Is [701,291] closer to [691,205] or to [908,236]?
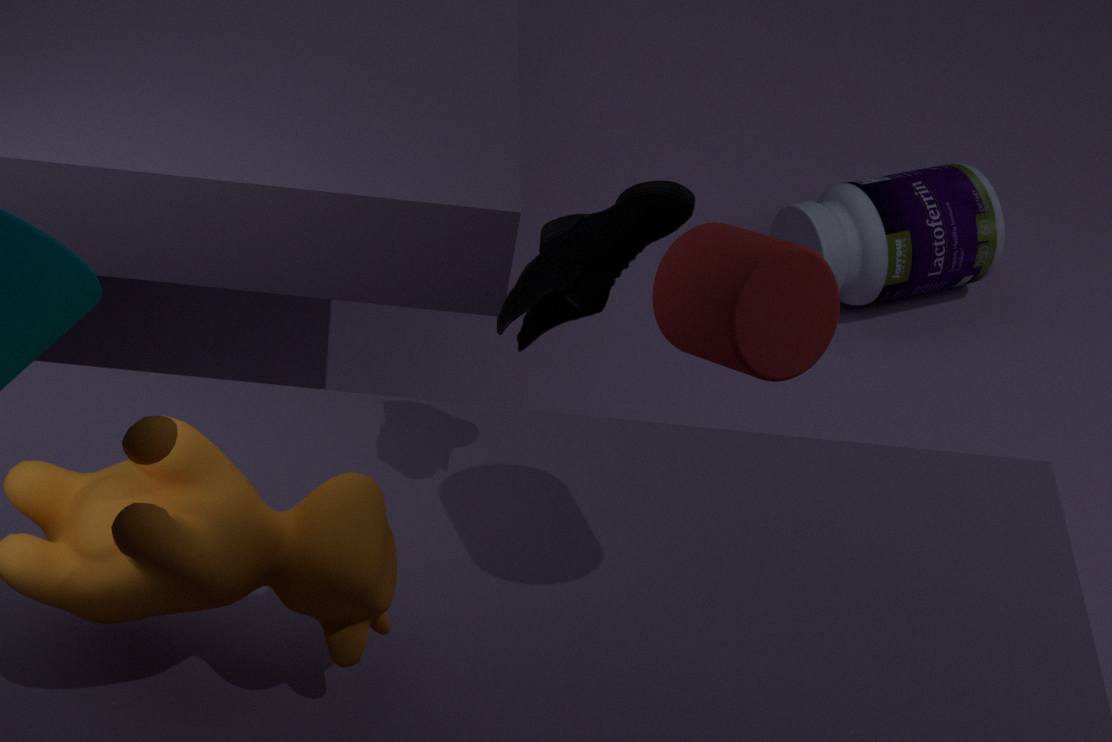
[691,205]
